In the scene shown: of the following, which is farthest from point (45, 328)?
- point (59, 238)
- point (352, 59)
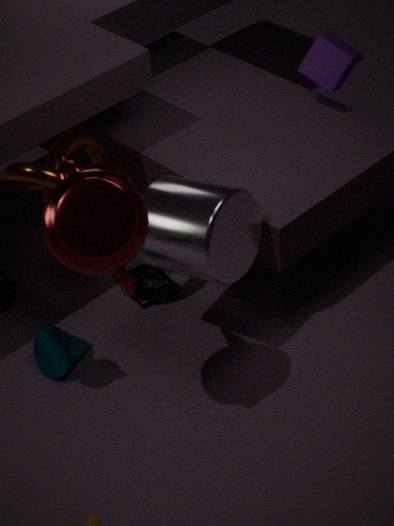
point (352, 59)
